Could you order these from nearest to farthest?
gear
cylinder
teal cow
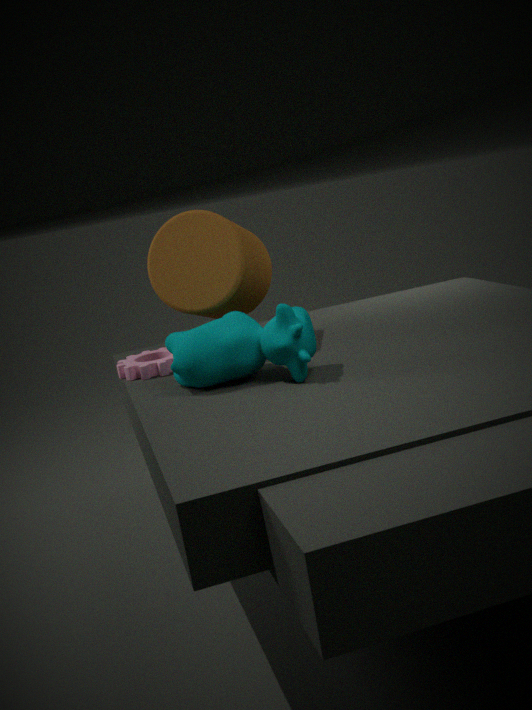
teal cow < cylinder < gear
